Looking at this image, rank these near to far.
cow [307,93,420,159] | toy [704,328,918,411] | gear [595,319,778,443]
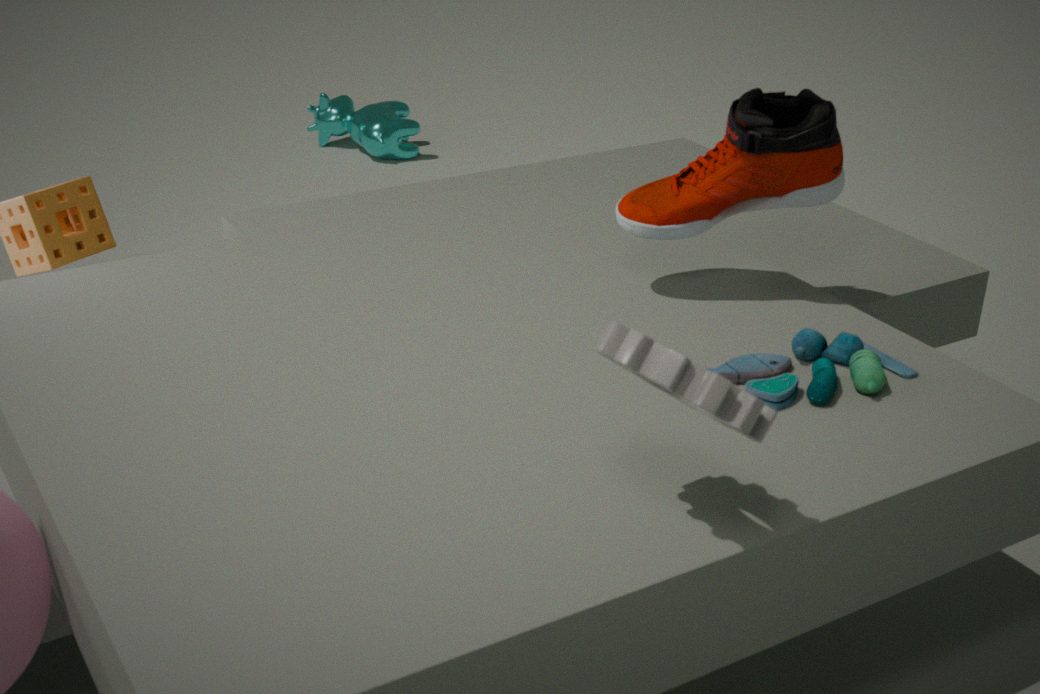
gear [595,319,778,443]
toy [704,328,918,411]
cow [307,93,420,159]
